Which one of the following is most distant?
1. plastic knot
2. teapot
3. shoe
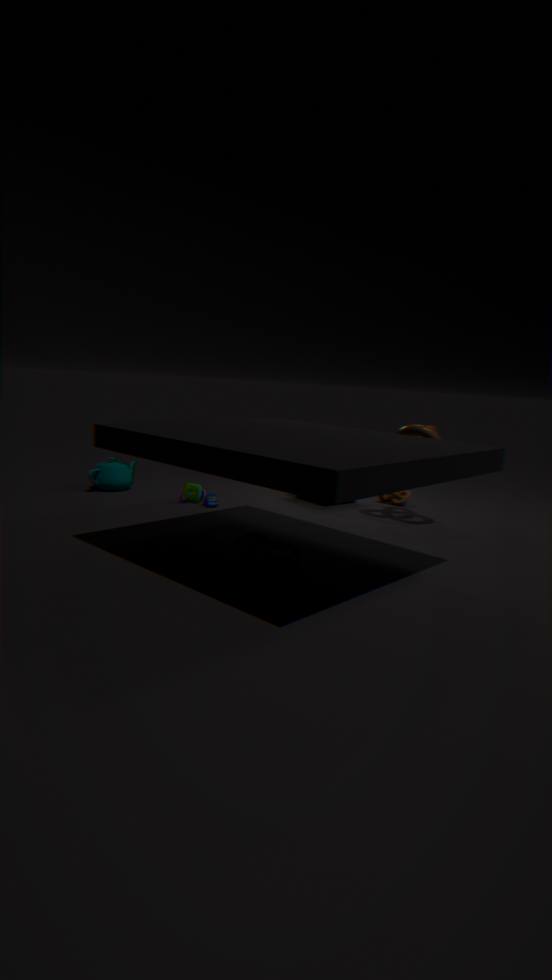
teapot
